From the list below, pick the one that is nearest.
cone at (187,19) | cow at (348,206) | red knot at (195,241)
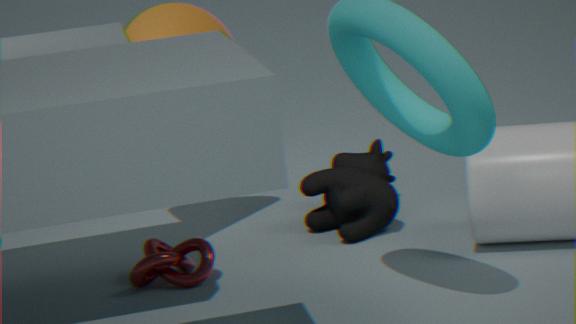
red knot at (195,241)
